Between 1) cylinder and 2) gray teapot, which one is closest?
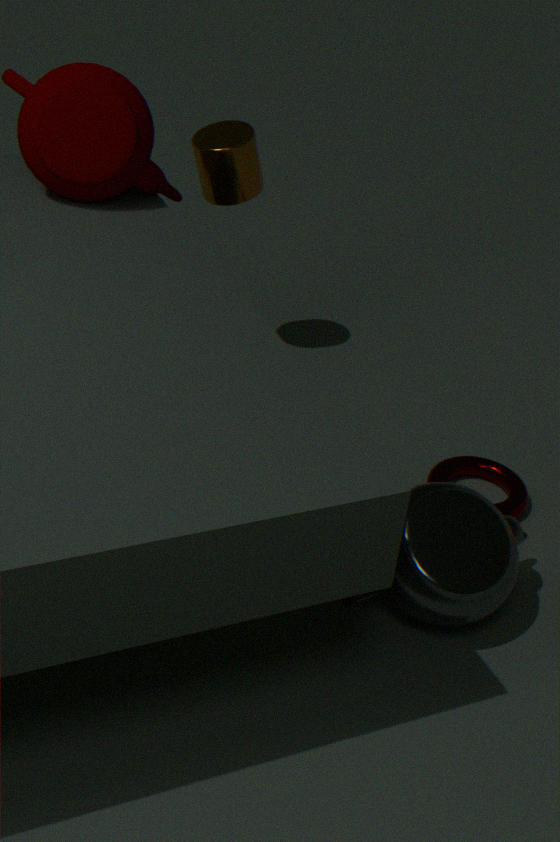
2. gray teapot
